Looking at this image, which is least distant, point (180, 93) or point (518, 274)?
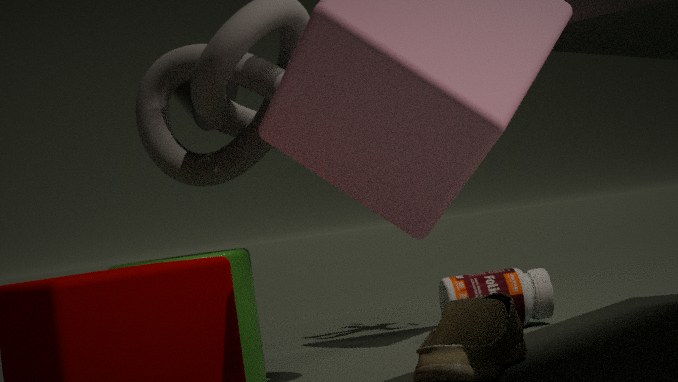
point (180, 93)
